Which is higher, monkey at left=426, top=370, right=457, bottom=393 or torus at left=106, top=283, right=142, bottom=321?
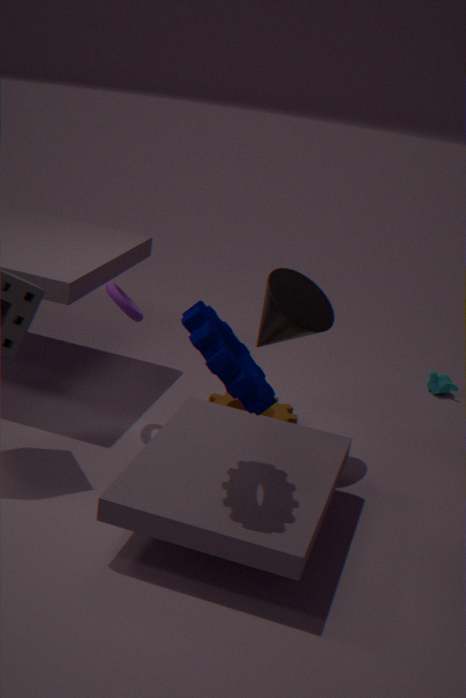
torus at left=106, top=283, right=142, bottom=321
